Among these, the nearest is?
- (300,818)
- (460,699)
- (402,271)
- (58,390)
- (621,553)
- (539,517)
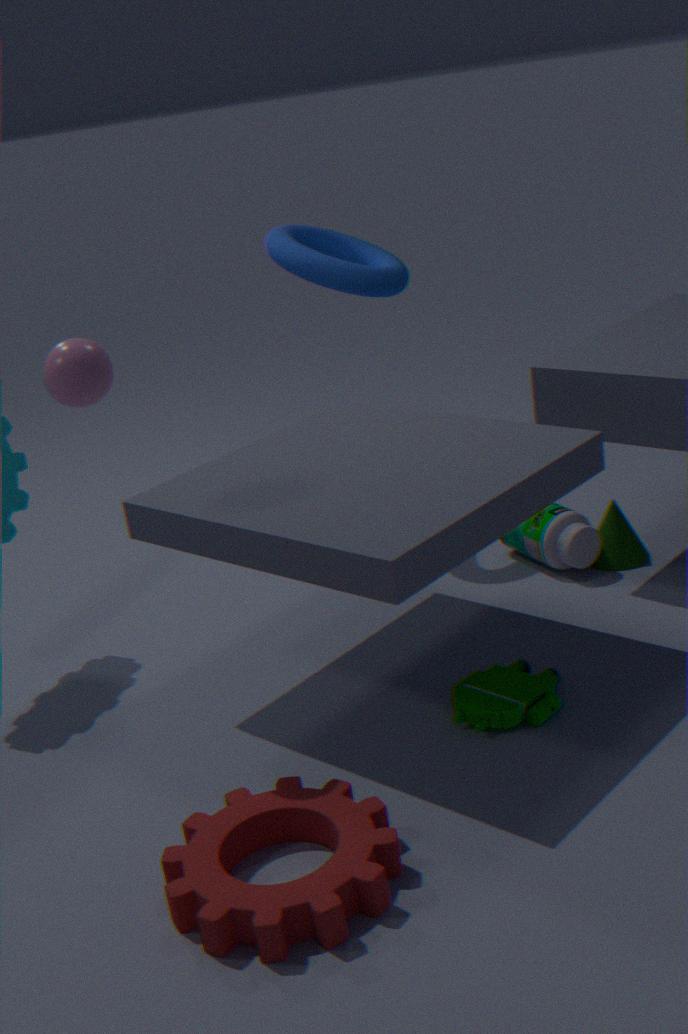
(300,818)
